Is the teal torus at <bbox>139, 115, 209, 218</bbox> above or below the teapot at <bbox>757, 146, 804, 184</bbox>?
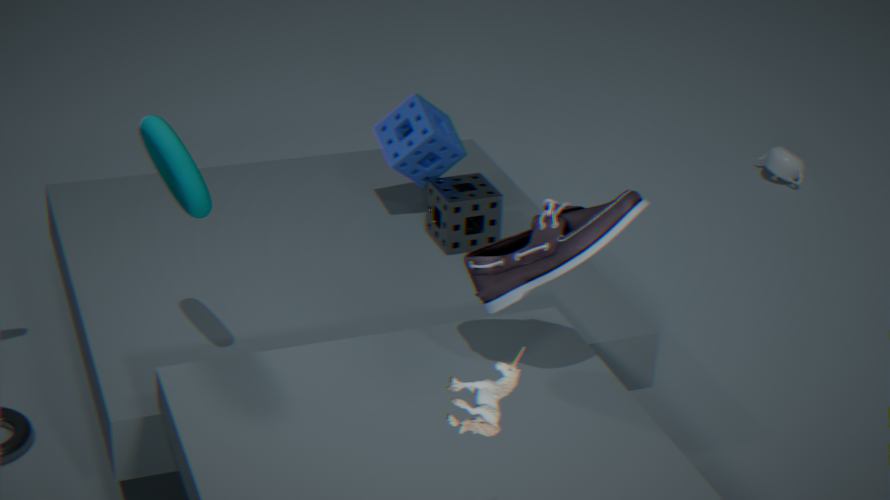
above
